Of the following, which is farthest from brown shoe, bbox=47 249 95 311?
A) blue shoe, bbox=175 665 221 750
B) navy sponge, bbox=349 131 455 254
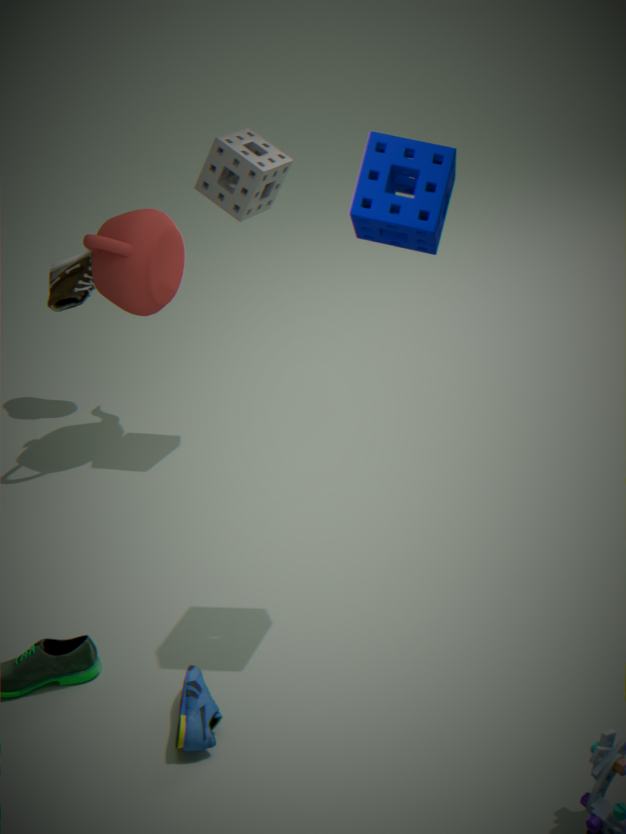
blue shoe, bbox=175 665 221 750
